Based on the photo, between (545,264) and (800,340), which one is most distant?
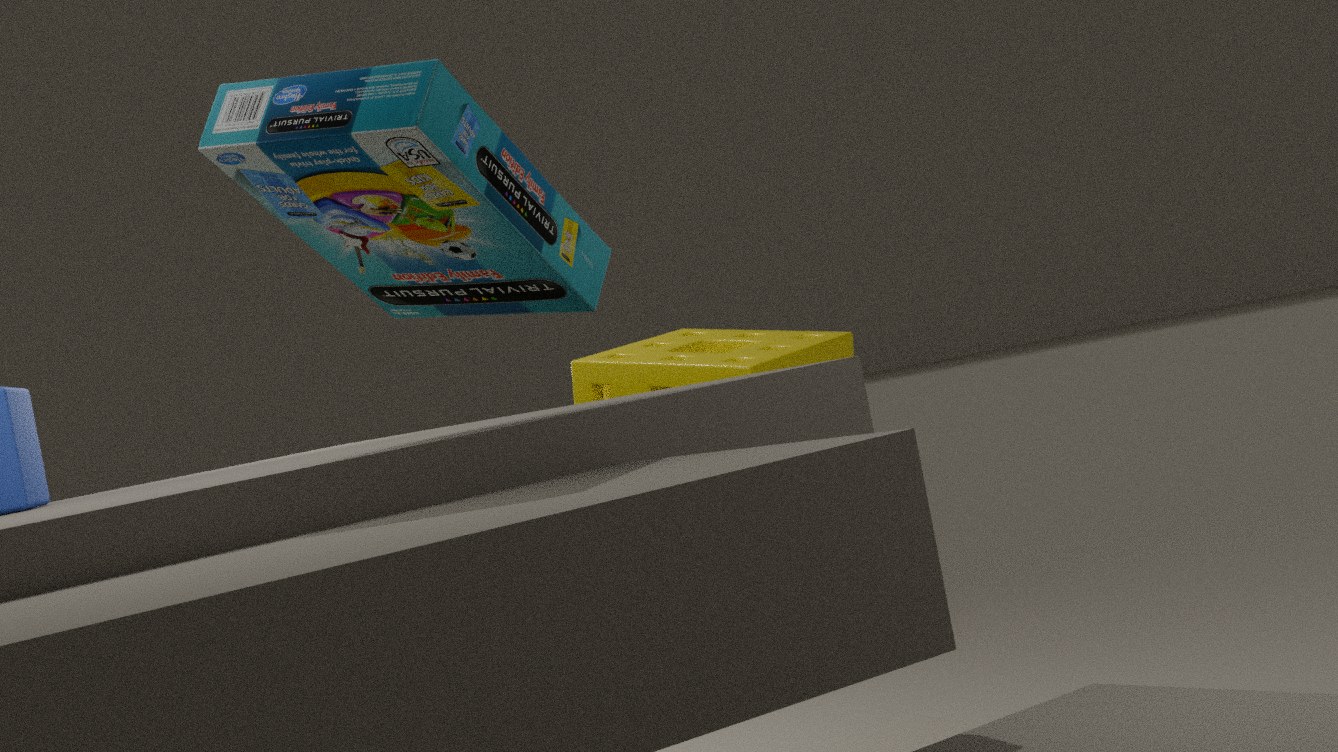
(800,340)
